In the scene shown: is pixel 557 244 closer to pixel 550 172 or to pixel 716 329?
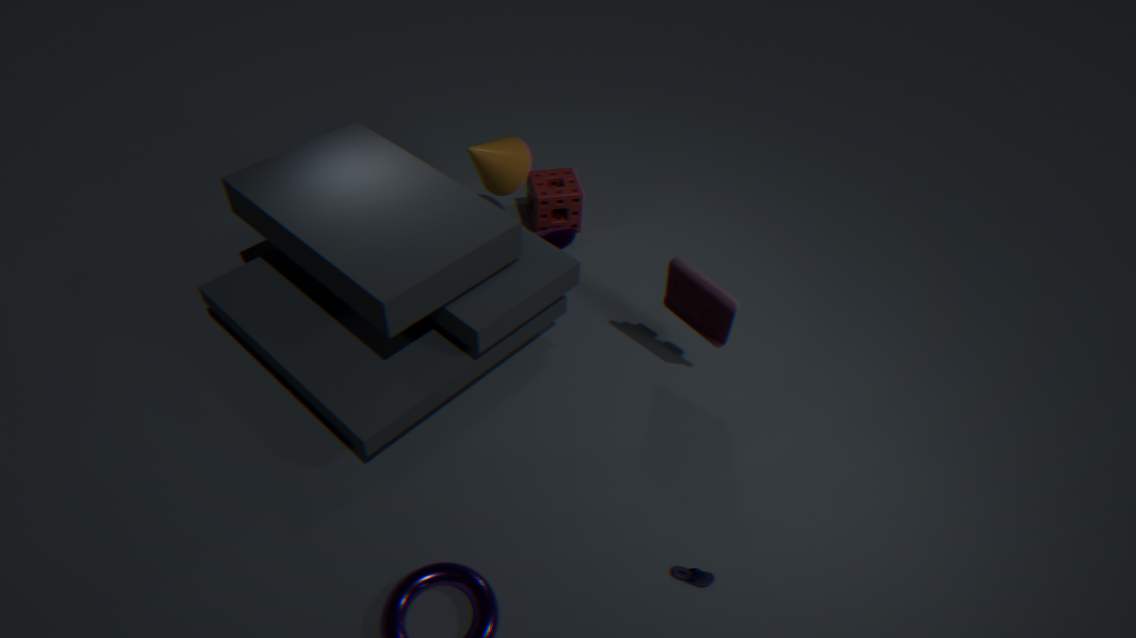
pixel 550 172
